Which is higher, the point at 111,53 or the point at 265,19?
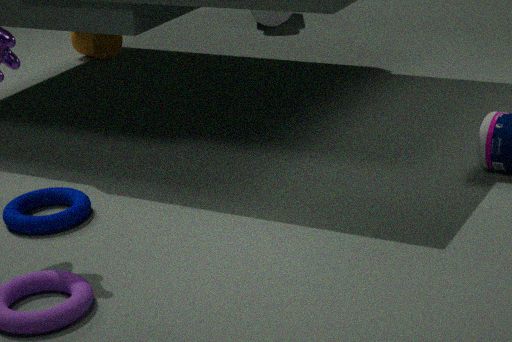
the point at 265,19
